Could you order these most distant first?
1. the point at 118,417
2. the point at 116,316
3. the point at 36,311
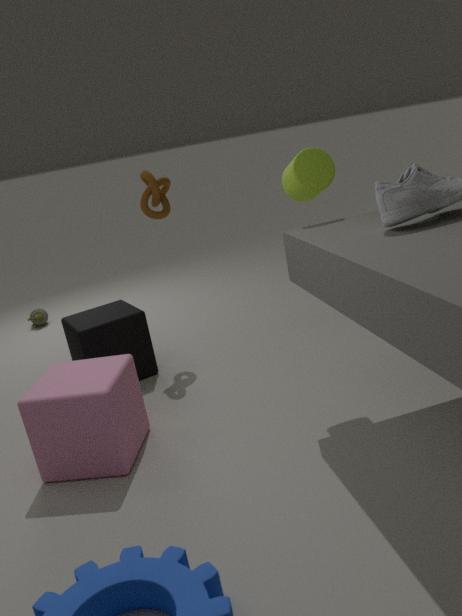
the point at 36,311, the point at 116,316, the point at 118,417
